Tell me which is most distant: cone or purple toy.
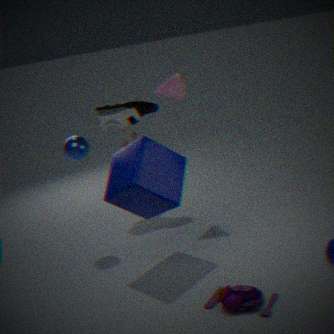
cone
